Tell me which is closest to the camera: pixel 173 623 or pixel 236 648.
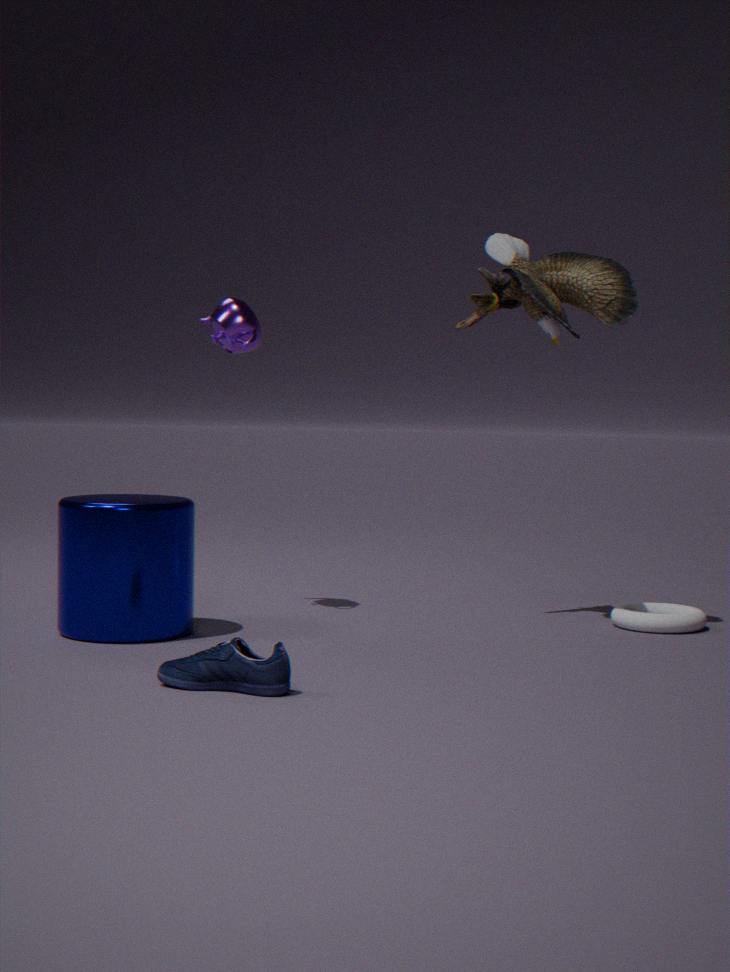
pixel 236 648
